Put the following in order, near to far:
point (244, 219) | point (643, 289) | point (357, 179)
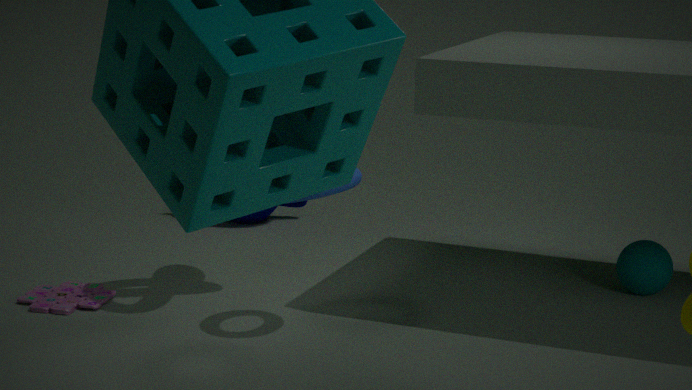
point (357, 179), point (643, 289), point (244, 219)
